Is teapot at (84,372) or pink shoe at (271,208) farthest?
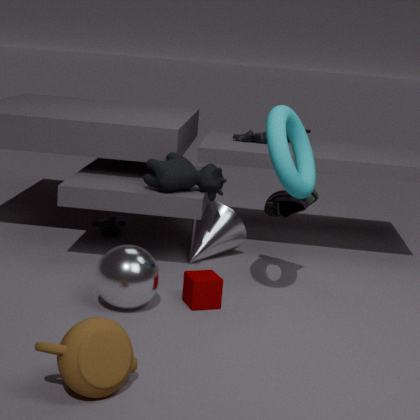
pink shoe at (271,208)
